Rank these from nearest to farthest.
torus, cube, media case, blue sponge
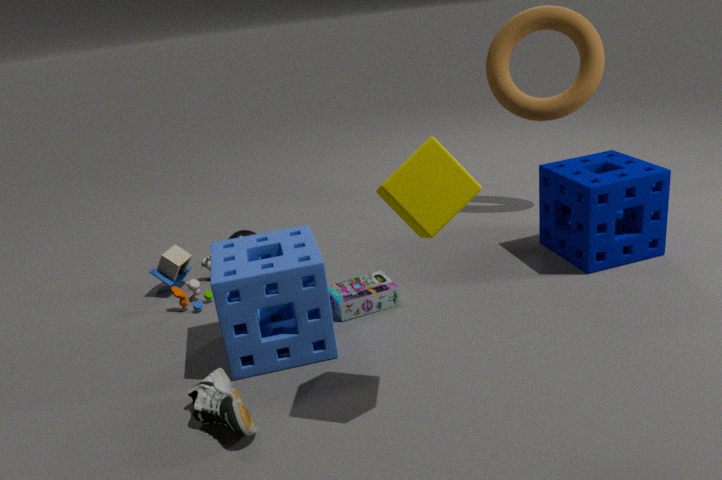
cube
blue sponge
media case
torus
